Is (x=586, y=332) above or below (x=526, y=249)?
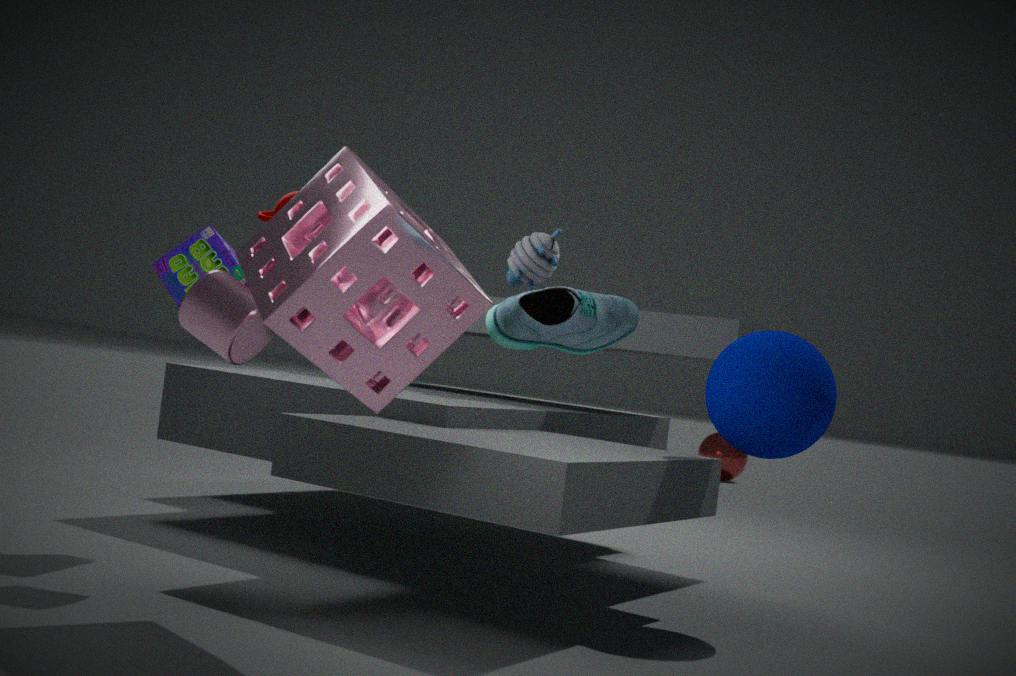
below
